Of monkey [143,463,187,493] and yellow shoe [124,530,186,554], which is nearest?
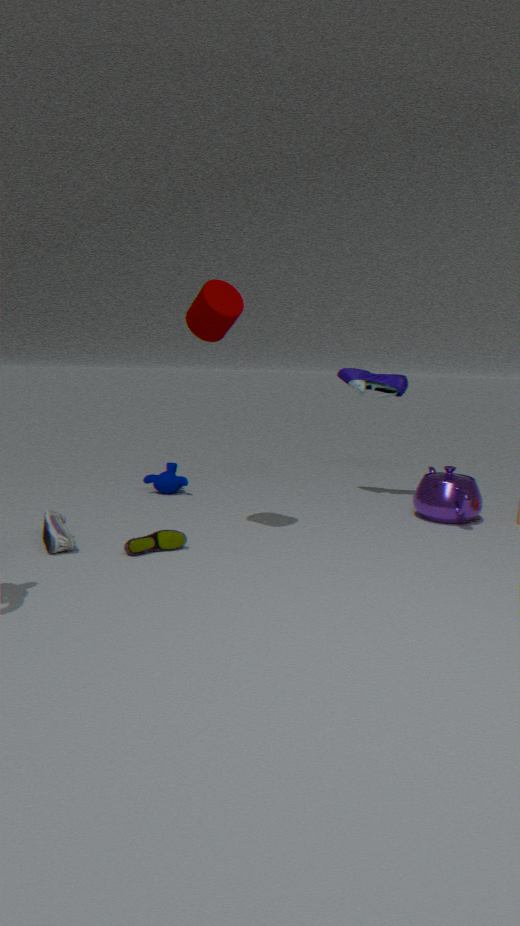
yellow shoe [124,530,186,554]
